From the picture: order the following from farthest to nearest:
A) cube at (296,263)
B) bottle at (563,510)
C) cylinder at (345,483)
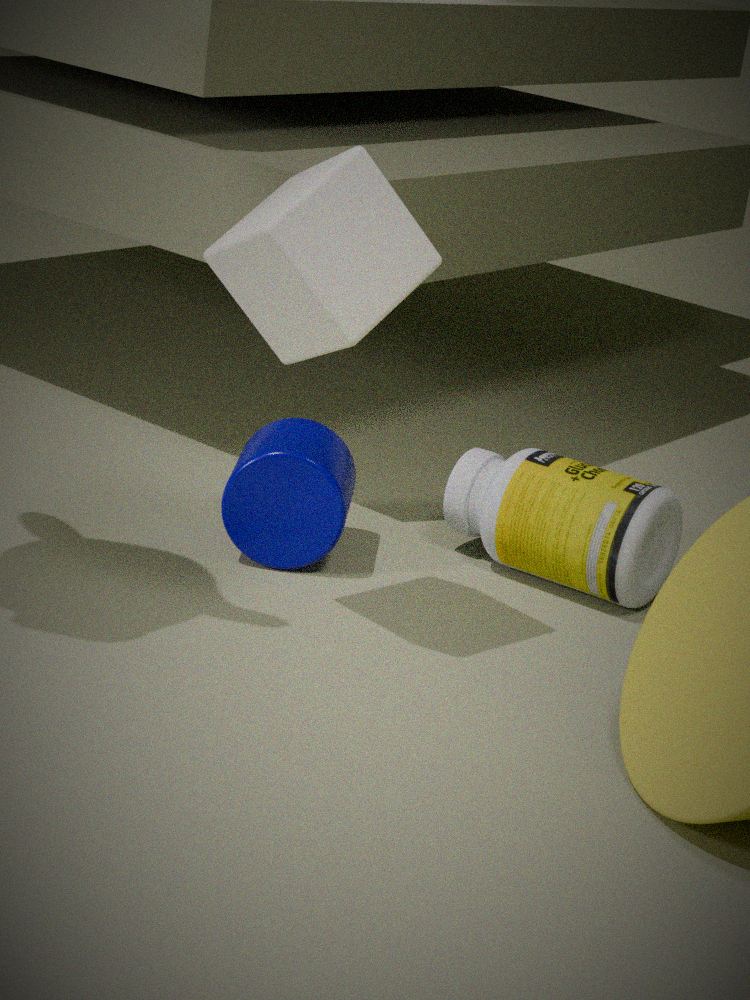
1. bottle at (563,510)
2. cylinder at (345,483)
3. cube at (296,263)
